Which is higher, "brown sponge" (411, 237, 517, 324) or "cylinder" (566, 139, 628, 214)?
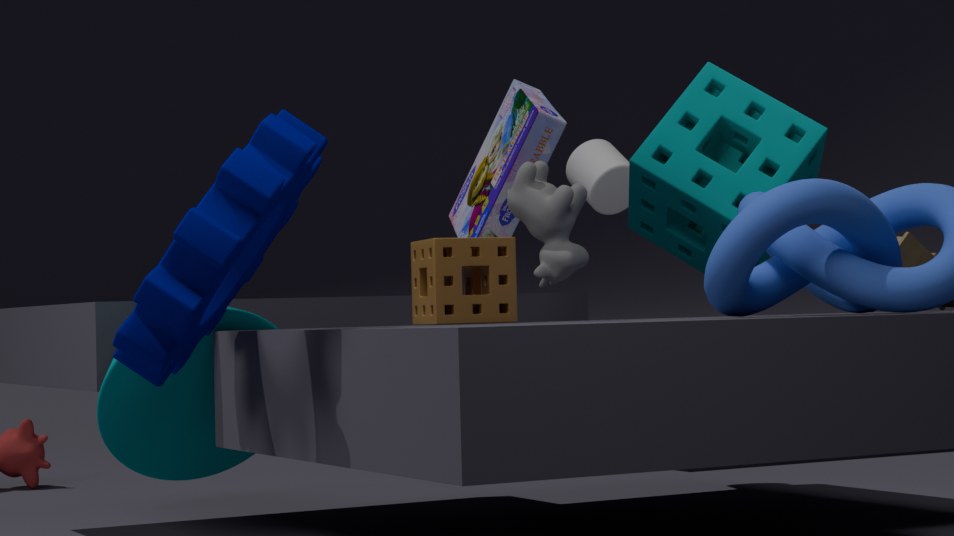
"cylinder" (566, 139, 628, 214)
